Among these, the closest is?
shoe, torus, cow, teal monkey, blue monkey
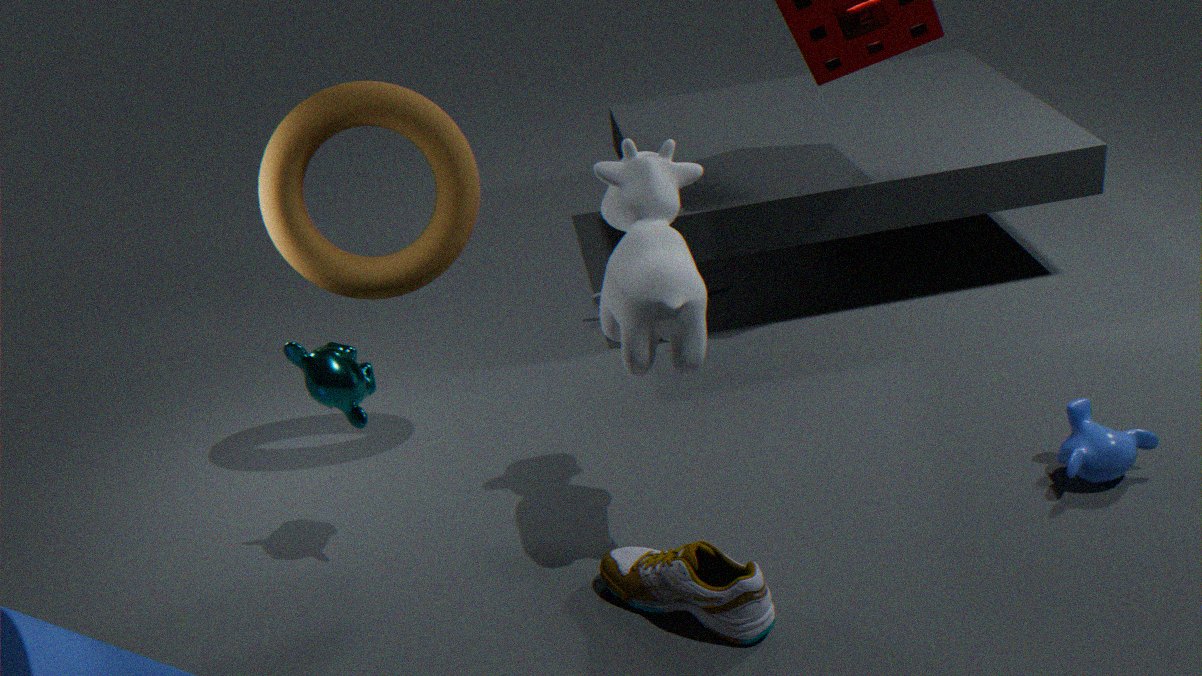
cow
